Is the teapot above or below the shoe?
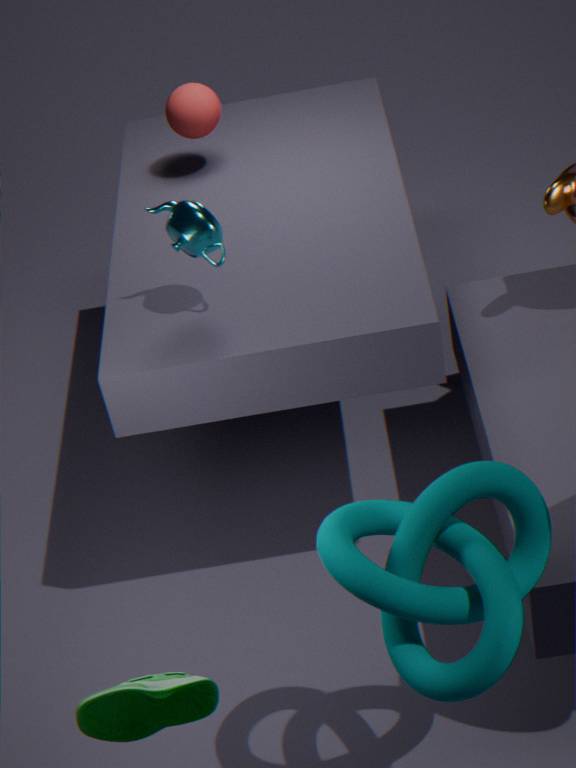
above
